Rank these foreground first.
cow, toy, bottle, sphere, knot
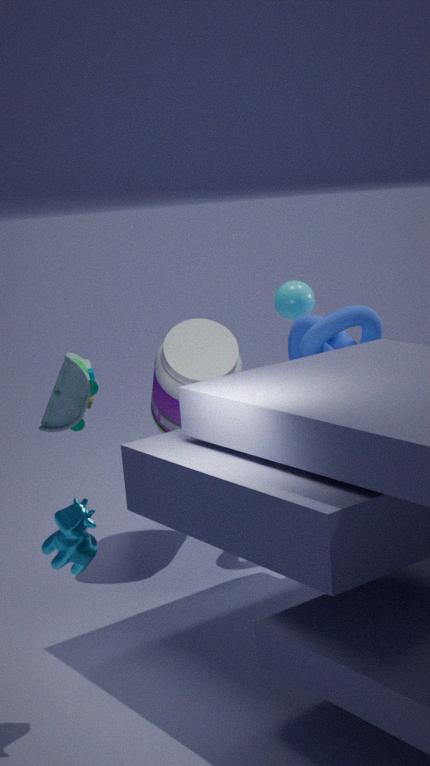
toy → cow → bottle → knot → sphere
